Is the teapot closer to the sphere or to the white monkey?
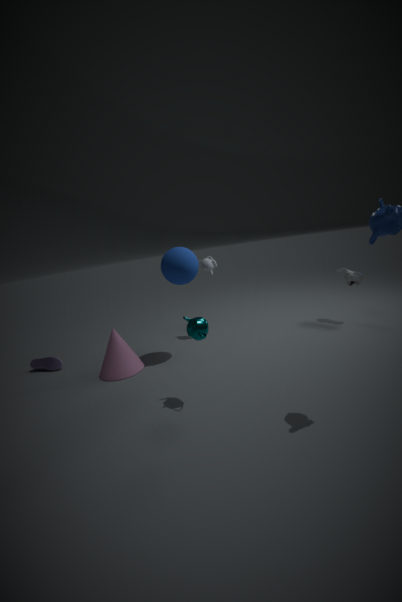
the sphere
